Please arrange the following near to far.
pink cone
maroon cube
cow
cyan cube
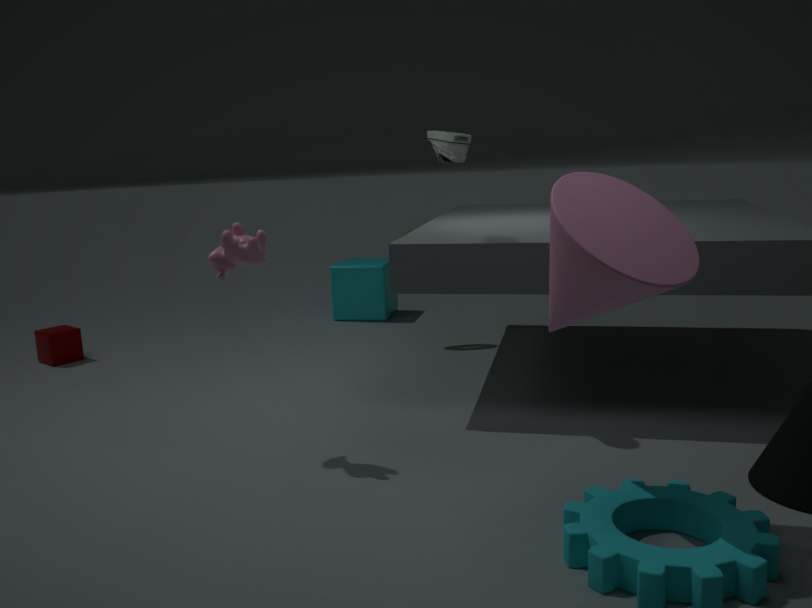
pink cone, cow, maroon cube, cyan cube
